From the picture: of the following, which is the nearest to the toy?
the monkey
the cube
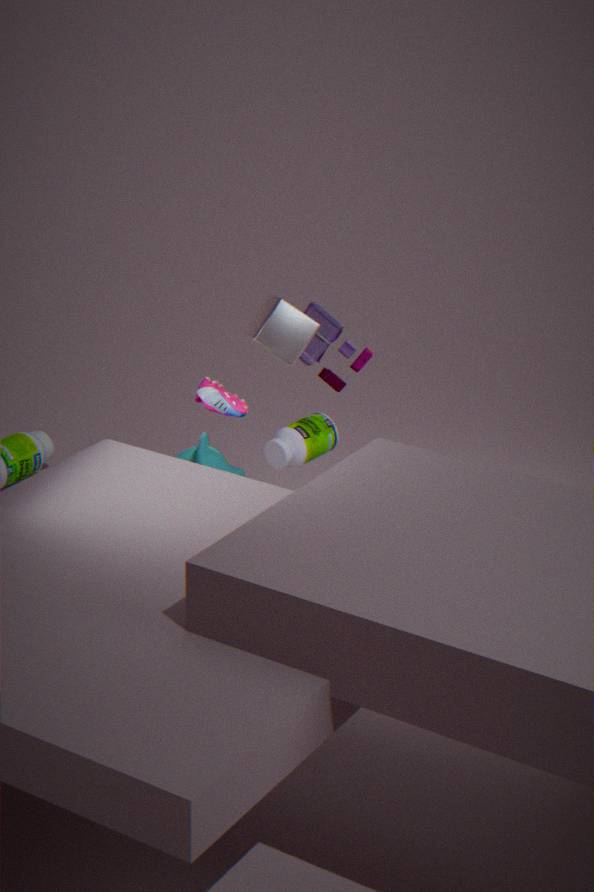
the cube
